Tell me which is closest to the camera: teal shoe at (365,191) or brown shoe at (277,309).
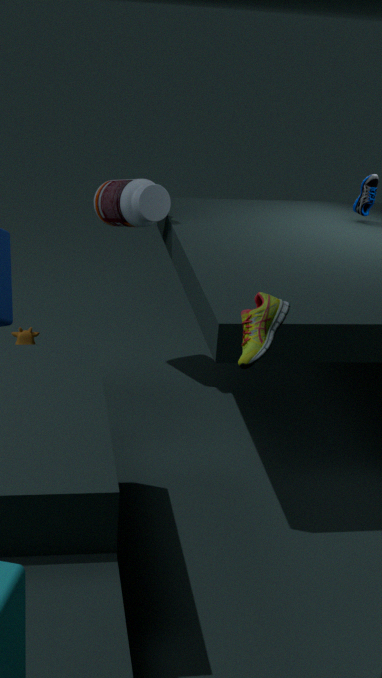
brown shoe at (277,309)
